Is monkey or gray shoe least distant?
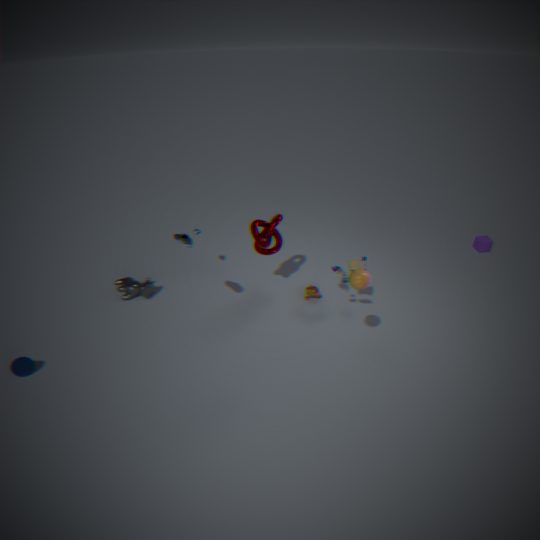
gray shoe
